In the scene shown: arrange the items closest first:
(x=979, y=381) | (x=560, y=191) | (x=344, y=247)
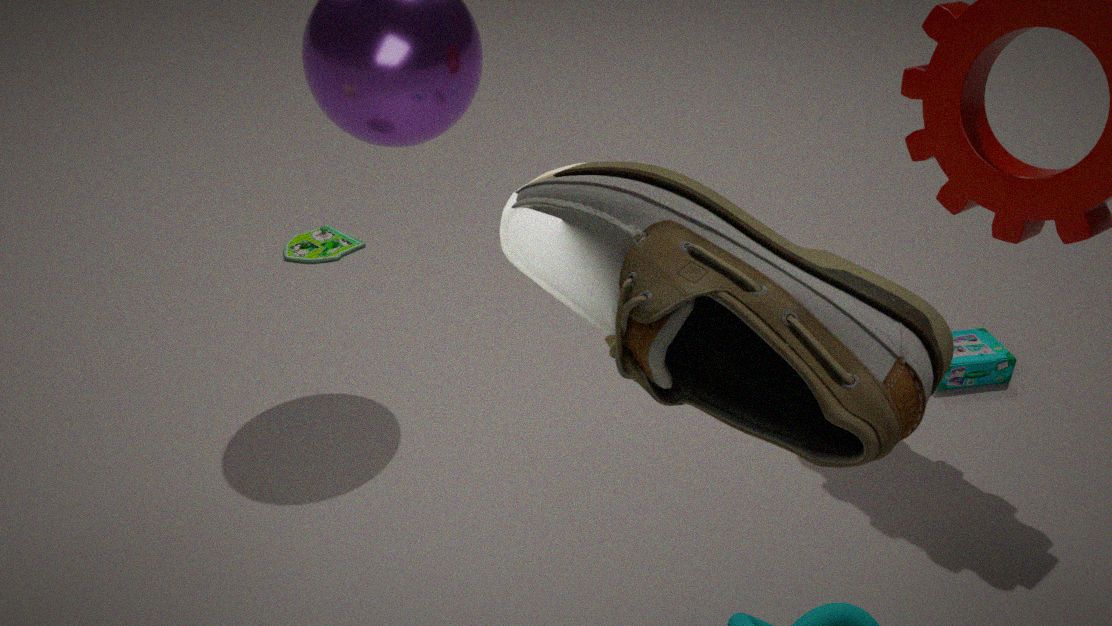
(x=560, y=191) → (x=979, y=381) → (x=344, y=247)
